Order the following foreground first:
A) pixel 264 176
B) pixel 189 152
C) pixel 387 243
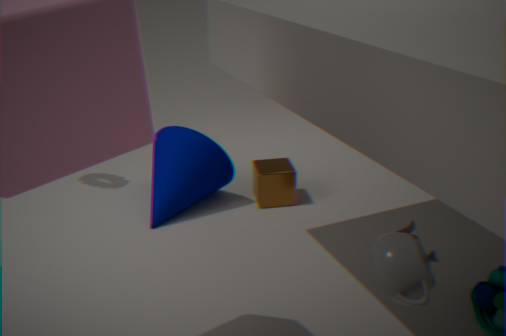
pixel 387 243 < pixel 189 152 < pixel 264 176
